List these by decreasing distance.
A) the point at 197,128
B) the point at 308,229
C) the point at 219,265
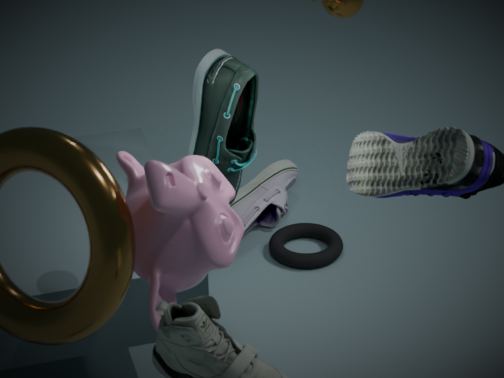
the point at 308,229
the point at 197,128
the point at 219,265
